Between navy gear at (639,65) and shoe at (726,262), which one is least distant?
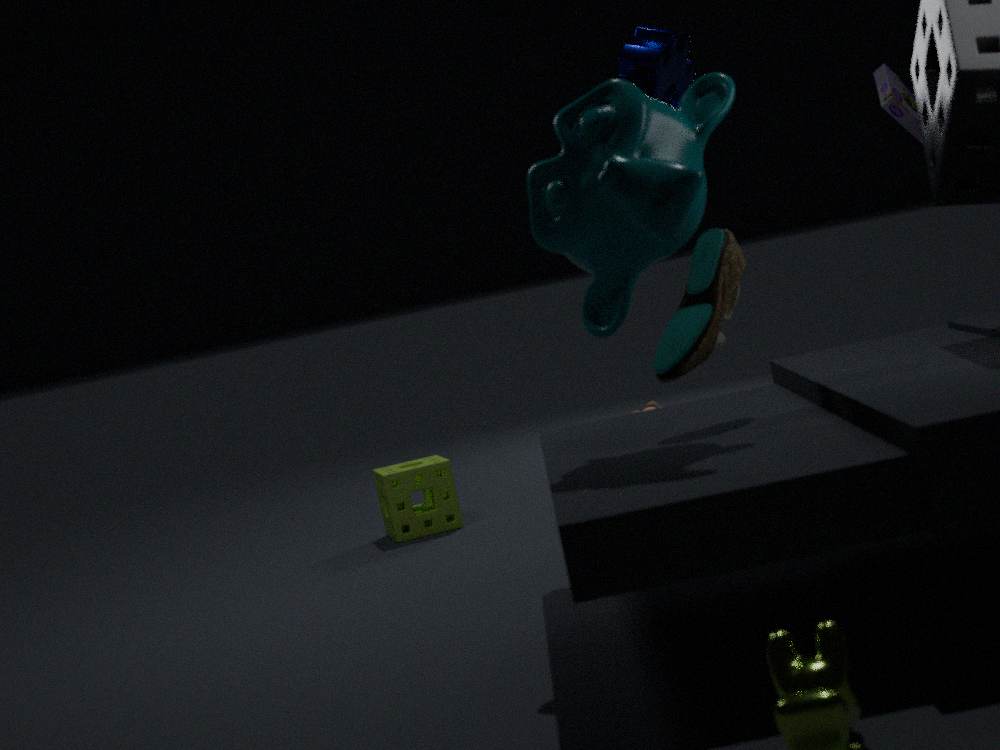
shoe at (726,262)
